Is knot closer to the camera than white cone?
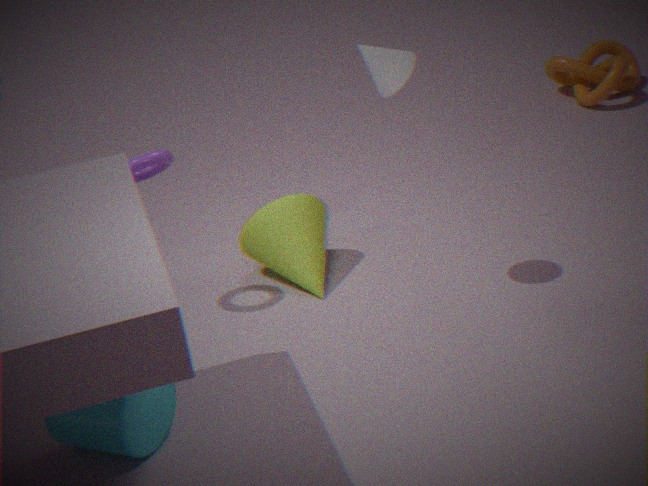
No
